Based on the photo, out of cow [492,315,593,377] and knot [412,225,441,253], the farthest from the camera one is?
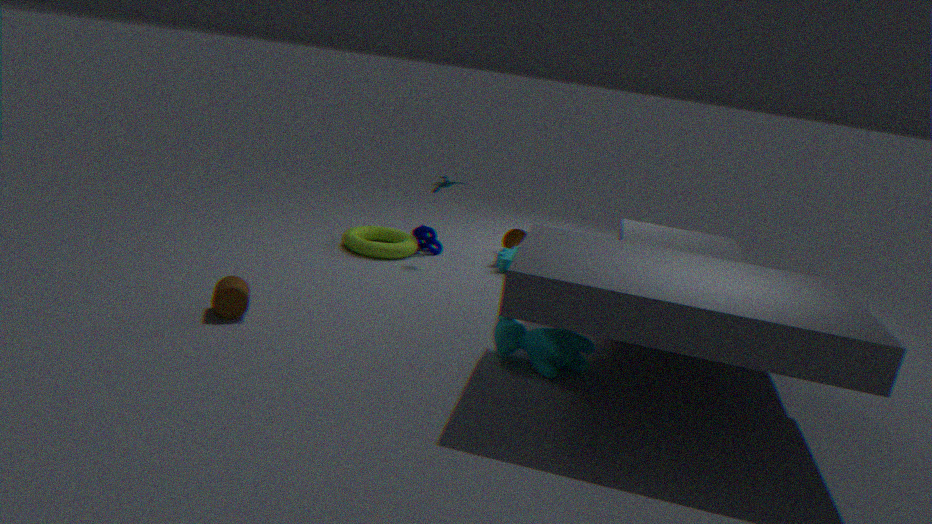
knot [412,225,441,253]
